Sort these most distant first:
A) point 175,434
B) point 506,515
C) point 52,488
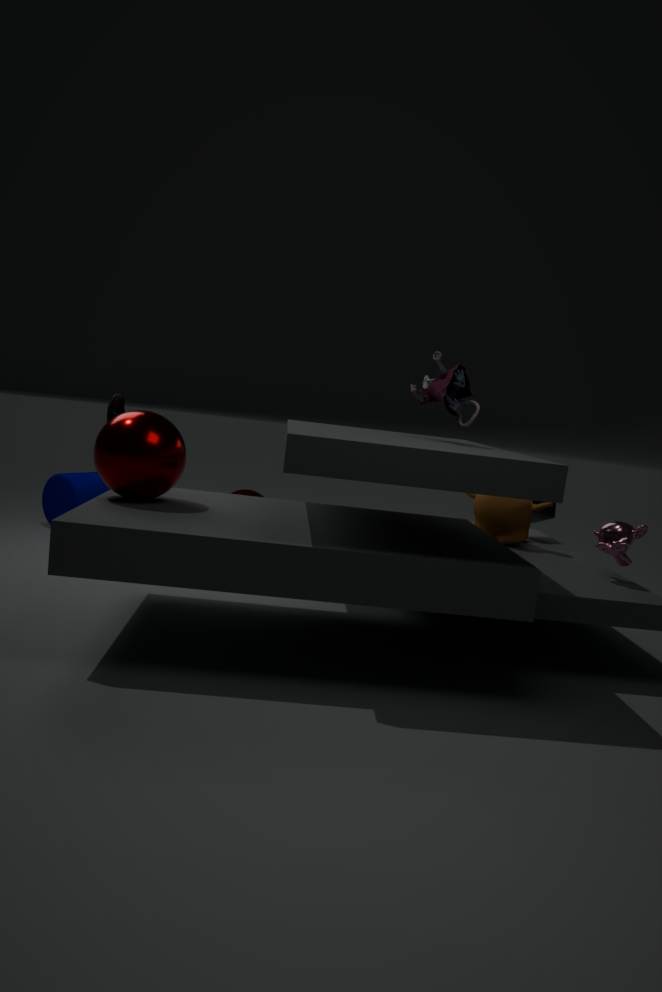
1. point 52,488
2. point 506,515
3. point 175,434
